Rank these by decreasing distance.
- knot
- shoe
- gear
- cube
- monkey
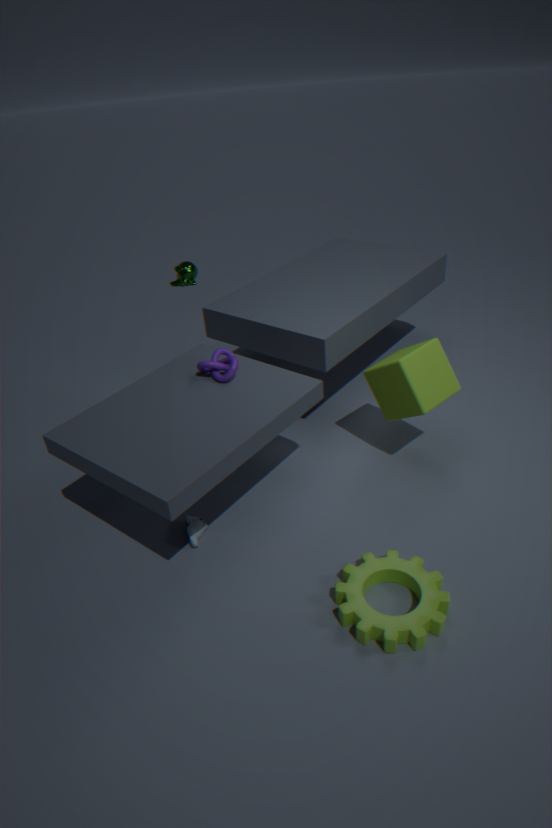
monkey → knot → cube → shoe → gear
